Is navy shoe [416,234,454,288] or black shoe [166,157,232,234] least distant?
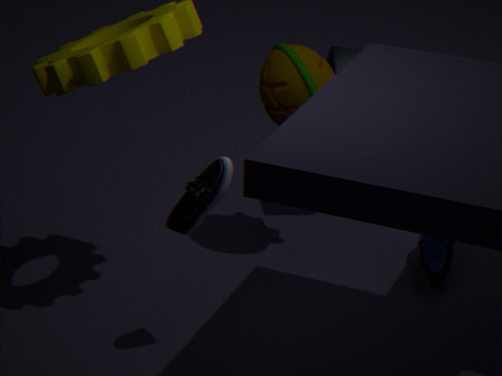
black shoe [166,157,232,234]
